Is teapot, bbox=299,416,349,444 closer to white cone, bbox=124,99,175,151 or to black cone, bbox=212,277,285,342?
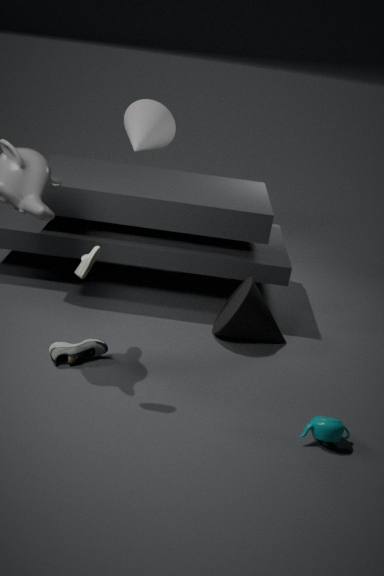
black cone, bbox=212,277,285,342
